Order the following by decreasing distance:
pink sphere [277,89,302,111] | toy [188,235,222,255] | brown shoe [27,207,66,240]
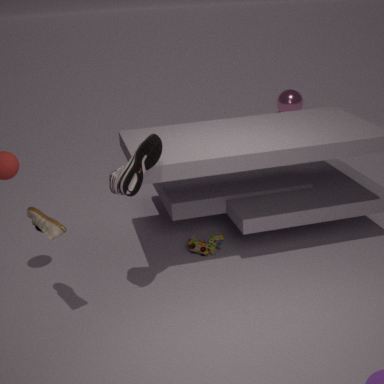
pink sphere [277,89,302,111], toy [188,235,222,255], brown shoe [27,207,66,240]
